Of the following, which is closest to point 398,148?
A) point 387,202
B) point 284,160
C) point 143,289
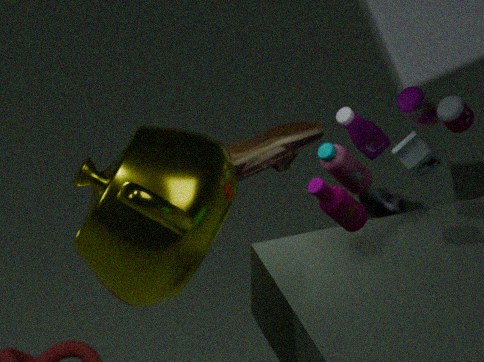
point 284,160
